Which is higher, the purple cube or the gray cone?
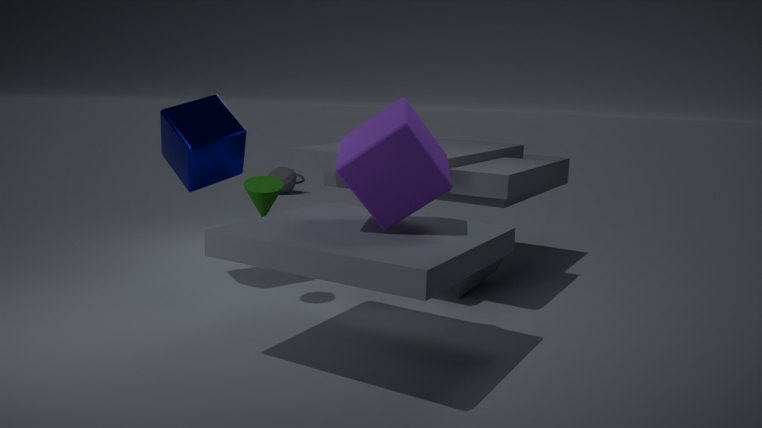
the purple cube
